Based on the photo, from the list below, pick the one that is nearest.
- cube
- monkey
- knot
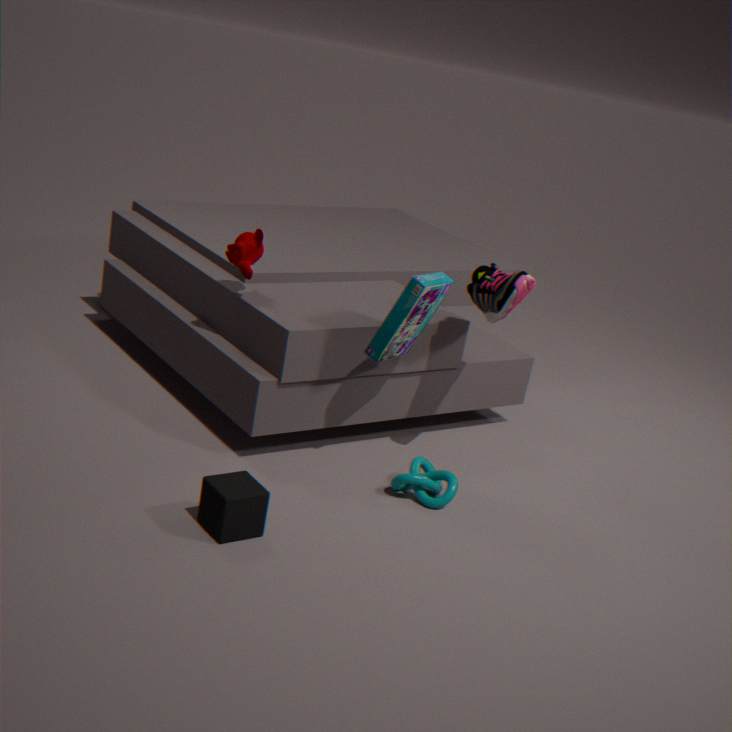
cube
